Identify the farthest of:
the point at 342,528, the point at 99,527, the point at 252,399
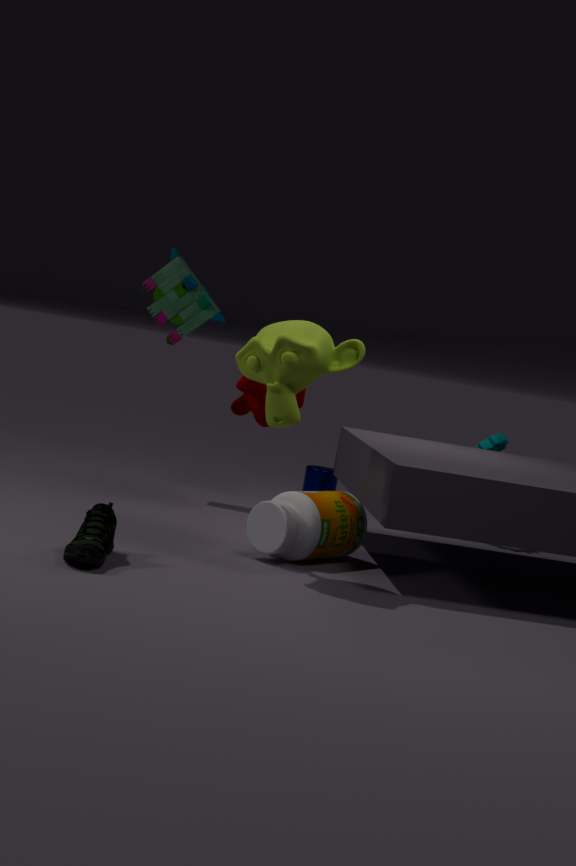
the point at 252,399
